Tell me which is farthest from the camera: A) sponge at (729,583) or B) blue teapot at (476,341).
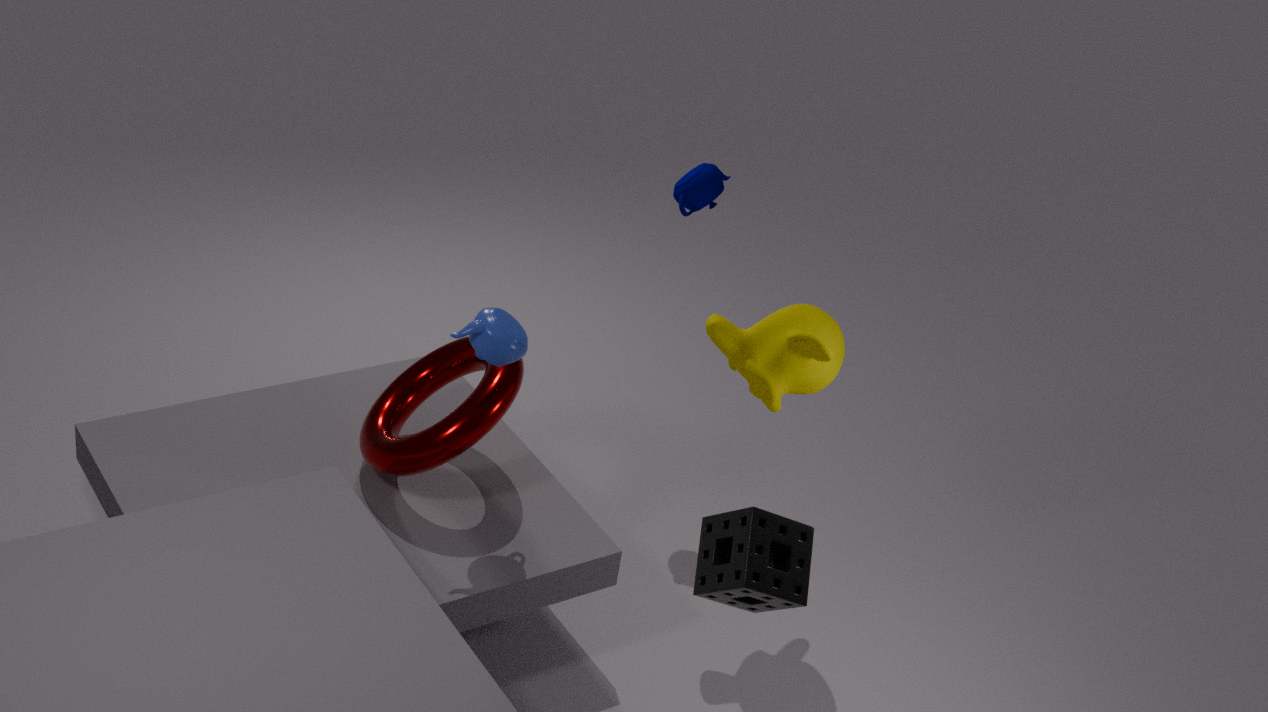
B. blue teapot at (476,341)
